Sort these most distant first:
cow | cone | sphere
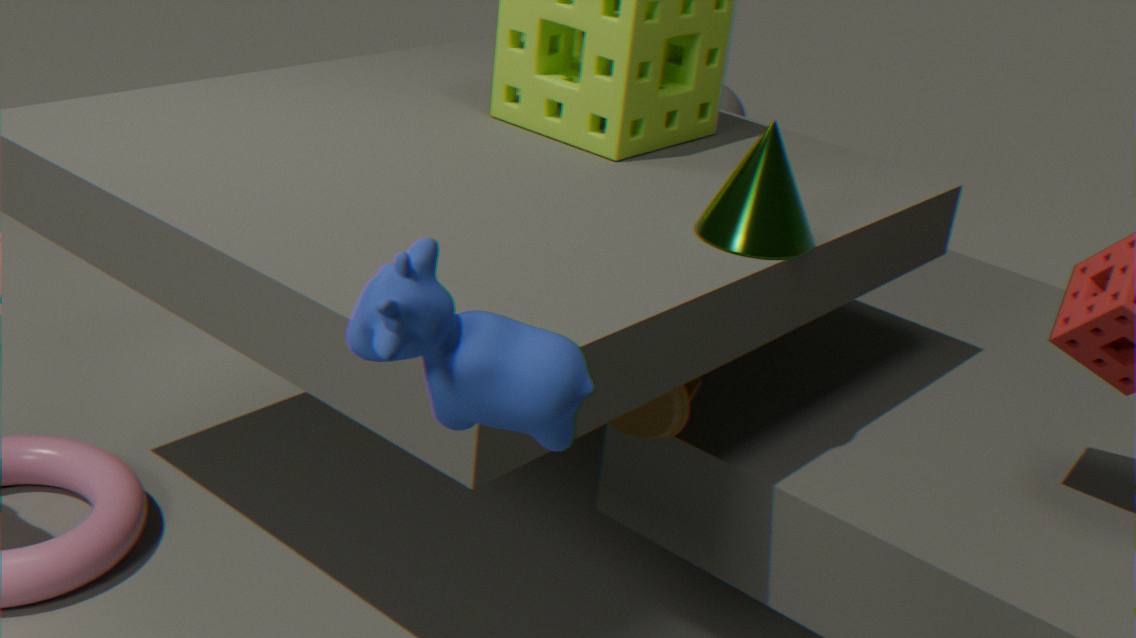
sphere < cone < cow
